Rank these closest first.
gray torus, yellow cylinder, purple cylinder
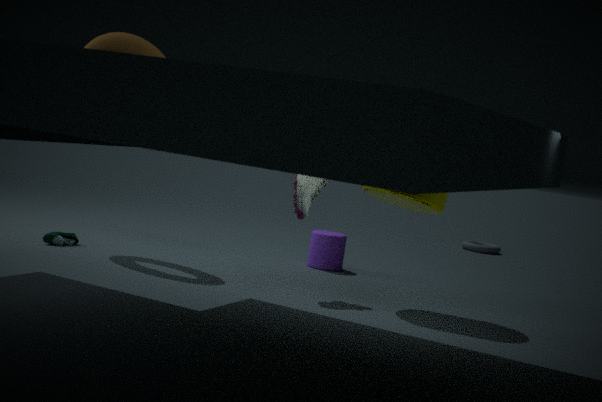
yellow cylinder → purple cylinder → gray torus
